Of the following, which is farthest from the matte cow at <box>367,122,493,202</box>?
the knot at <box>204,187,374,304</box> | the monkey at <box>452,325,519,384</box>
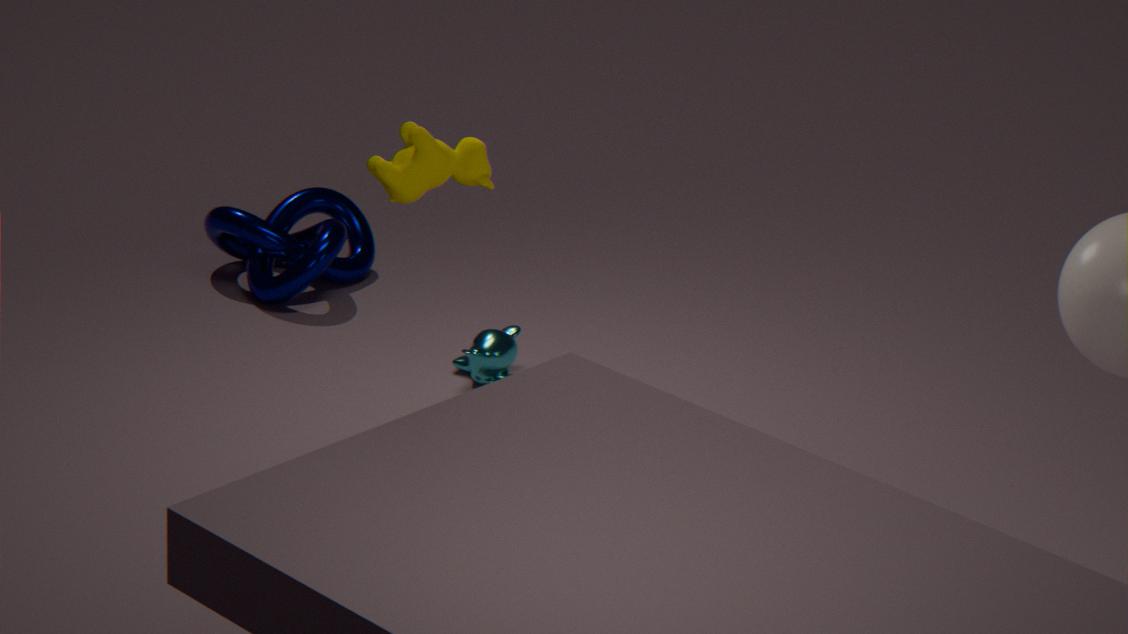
the knot at <box>204,187,374,304</box>
